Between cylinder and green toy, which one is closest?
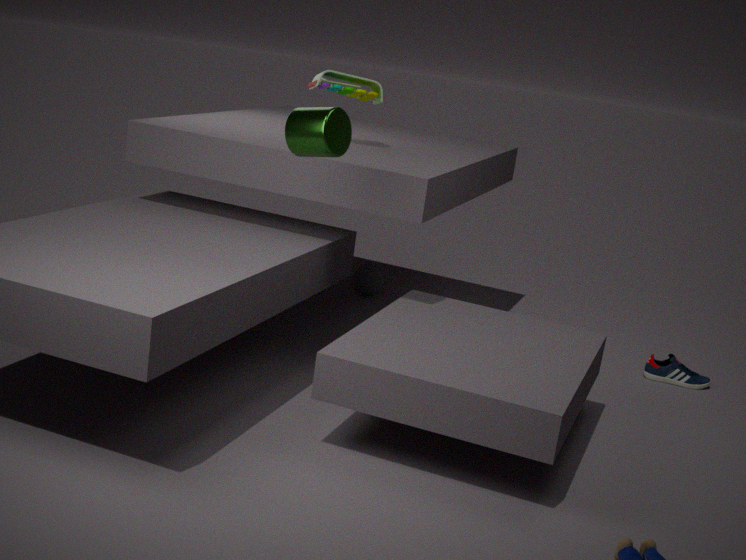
cylinder
